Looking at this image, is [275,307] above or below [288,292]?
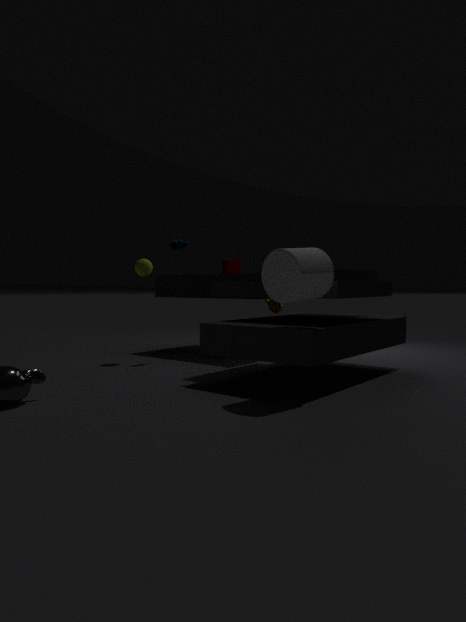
below
